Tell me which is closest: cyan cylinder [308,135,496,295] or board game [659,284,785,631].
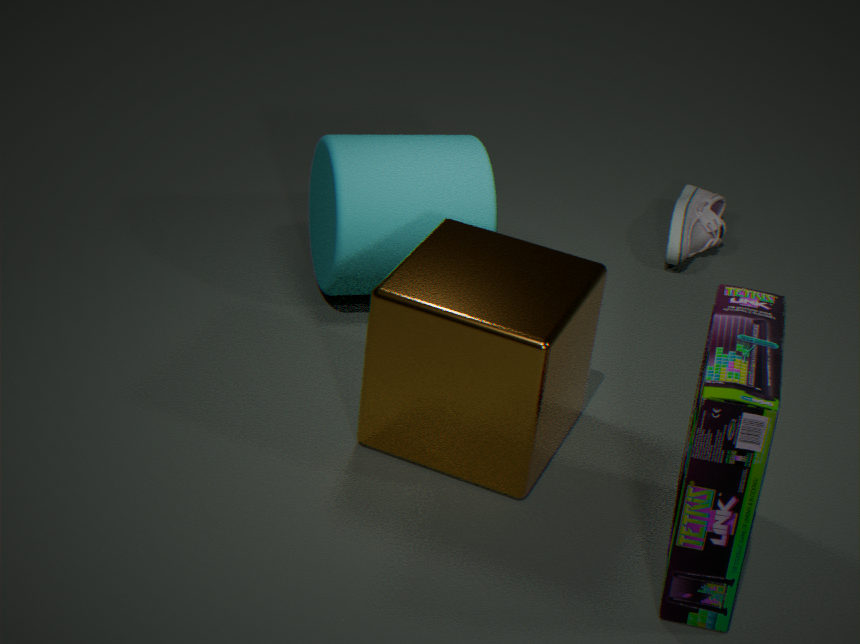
board game [659,284,785,631]
